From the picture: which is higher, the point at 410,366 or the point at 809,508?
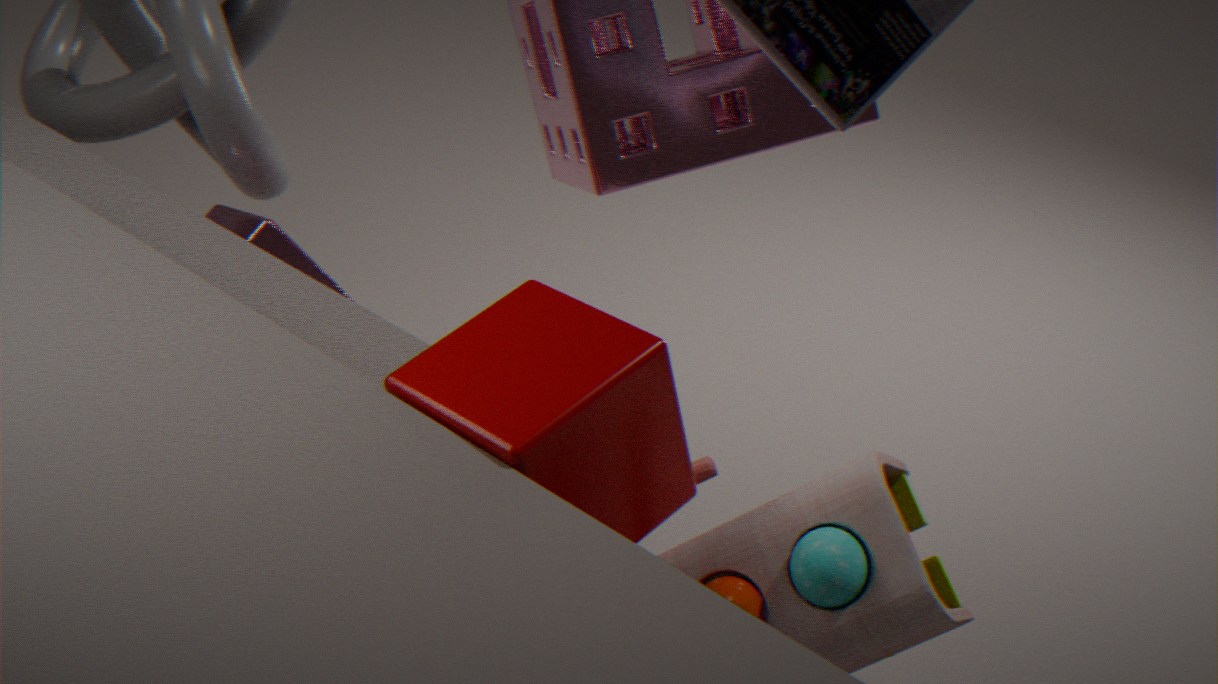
the point at 410,366
